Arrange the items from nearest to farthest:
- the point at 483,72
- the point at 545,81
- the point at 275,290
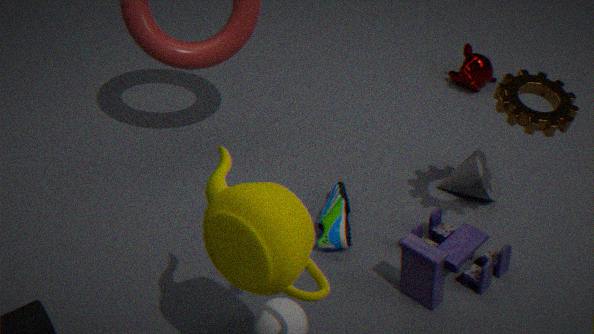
the point at 275,290 < the point at 545,81 < the point at 483,72
